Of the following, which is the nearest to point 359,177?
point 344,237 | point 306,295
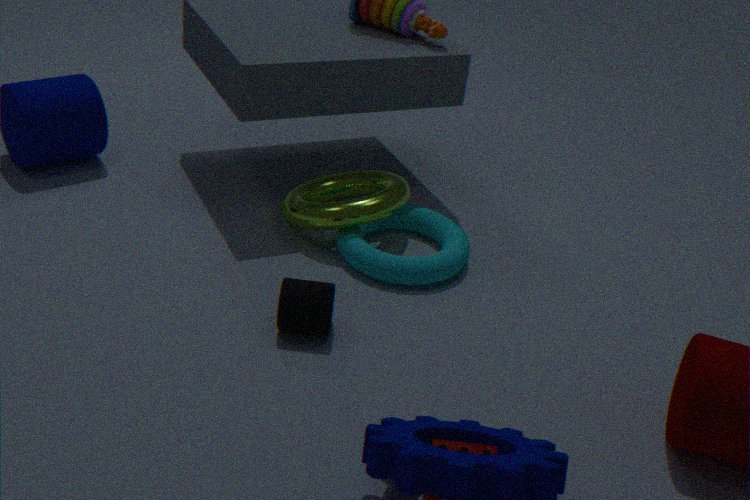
Answer: point 344,237
